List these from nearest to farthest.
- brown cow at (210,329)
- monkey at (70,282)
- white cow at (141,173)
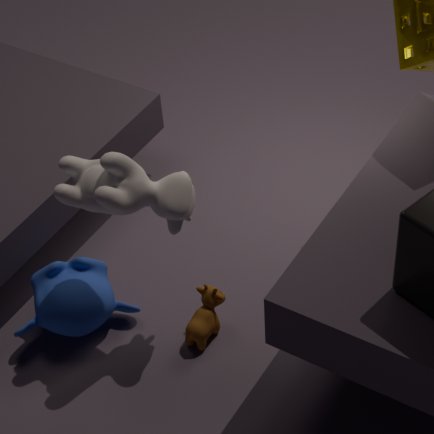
white cow at (141,173)
monkey at (70,282)
brown cow at (210,329)
